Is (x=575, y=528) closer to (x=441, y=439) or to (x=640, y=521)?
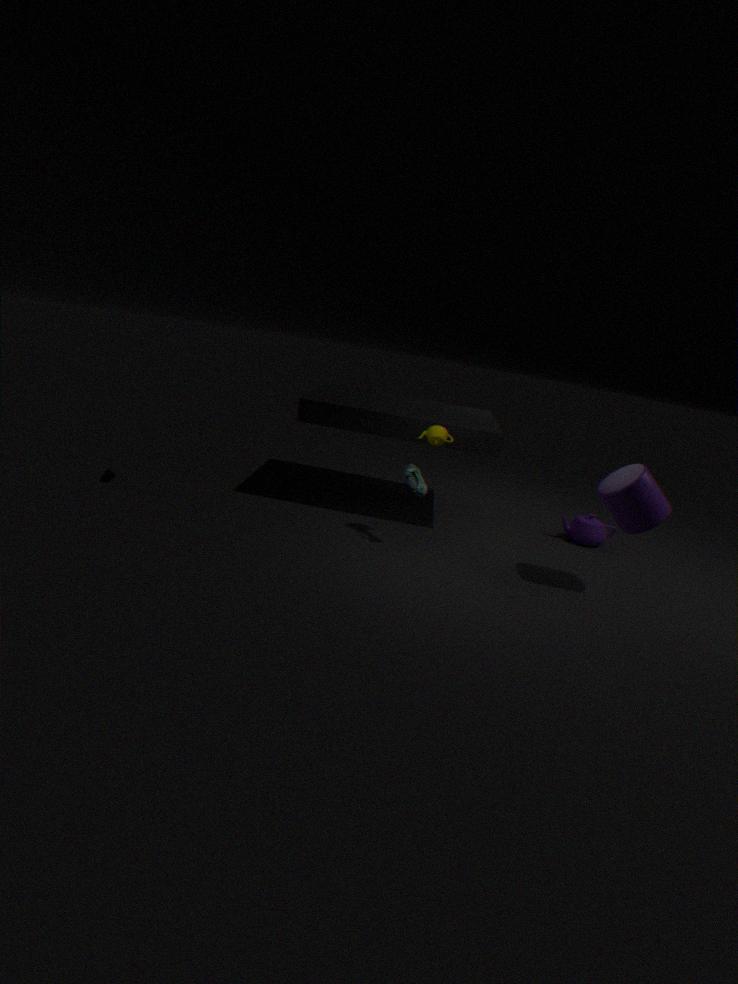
(x=640, y=521)
